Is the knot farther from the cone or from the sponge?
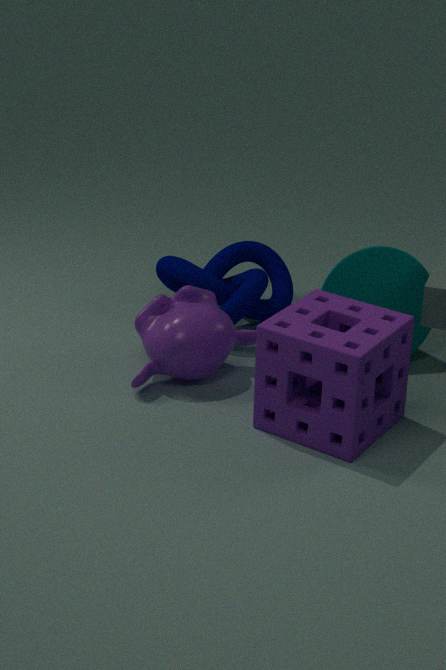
the sponge
